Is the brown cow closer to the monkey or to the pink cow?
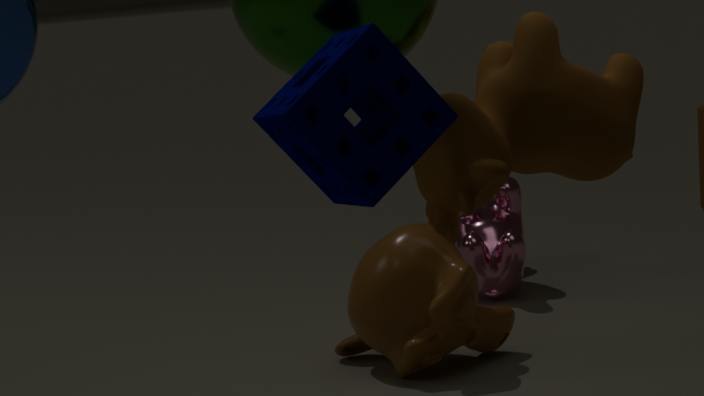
the monkey
